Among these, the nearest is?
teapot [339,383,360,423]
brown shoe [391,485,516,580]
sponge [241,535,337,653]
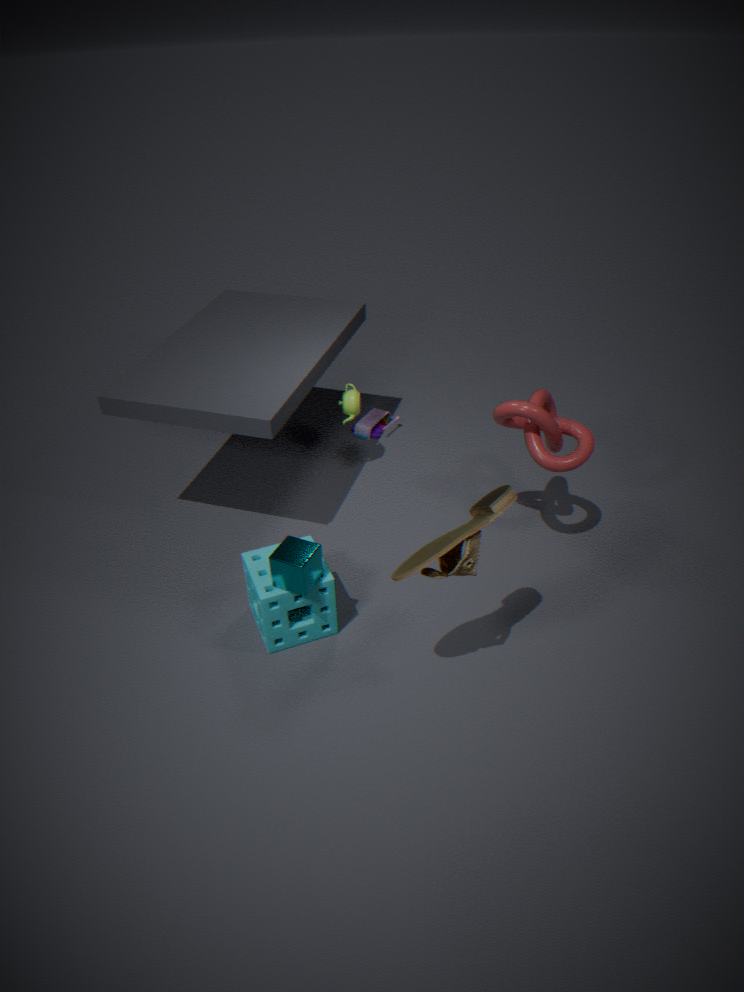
brown shoe [391,485,516,580]
